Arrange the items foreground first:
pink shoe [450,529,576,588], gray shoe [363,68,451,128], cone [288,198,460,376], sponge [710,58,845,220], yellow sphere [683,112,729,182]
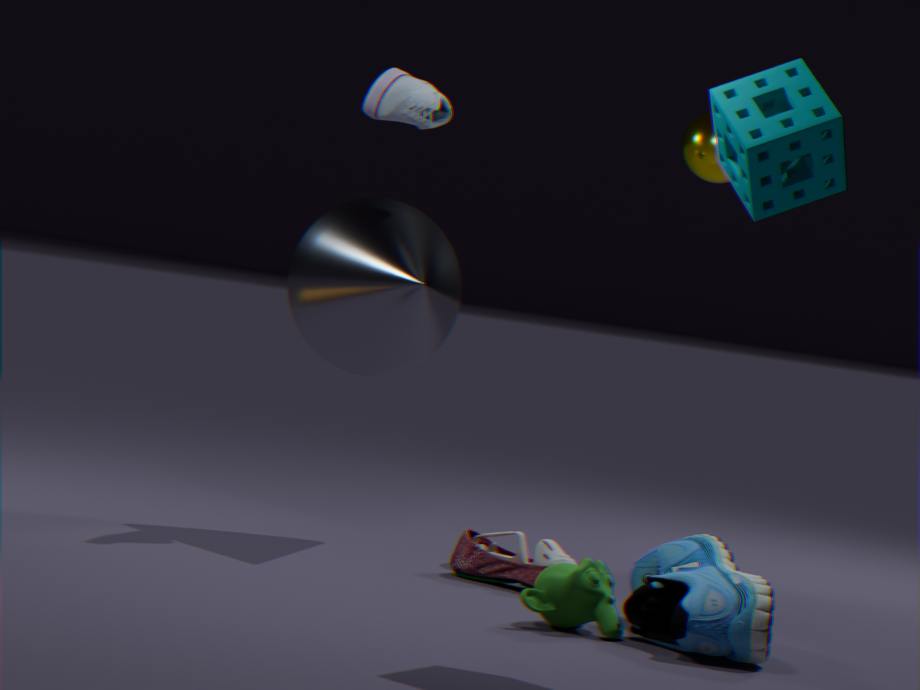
sponge [710,58,845,220] < pink shoe [450,529,576,588] < cone [288,198,460,376] < gray shoe [363,68,451,128] < yellow sphere [683,112,729,182]
